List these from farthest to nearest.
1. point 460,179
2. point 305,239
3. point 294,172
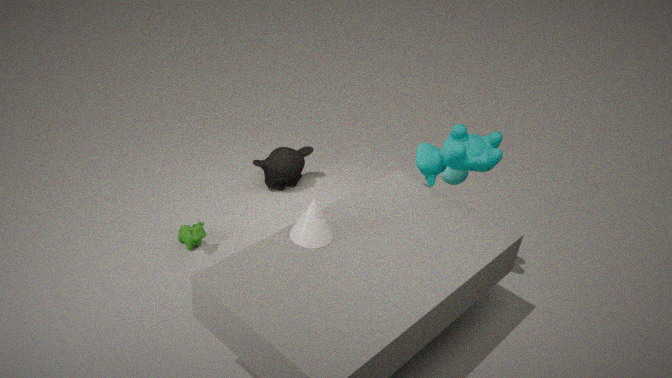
point 294,172 → point 460,179 → point 305,239
